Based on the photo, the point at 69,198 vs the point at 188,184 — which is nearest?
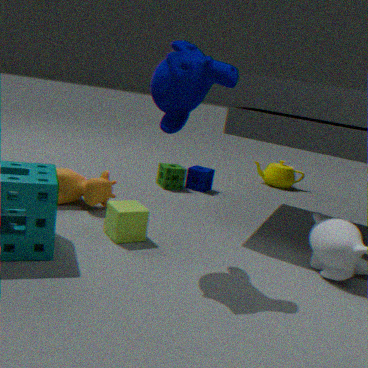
the point at 69,198
